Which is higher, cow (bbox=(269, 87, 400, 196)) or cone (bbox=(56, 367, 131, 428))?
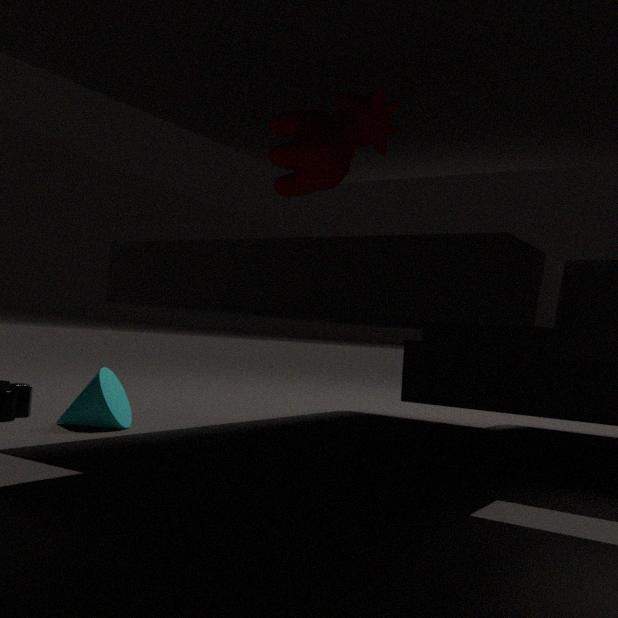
cow (bbox=(269, 87, 400, 196))
